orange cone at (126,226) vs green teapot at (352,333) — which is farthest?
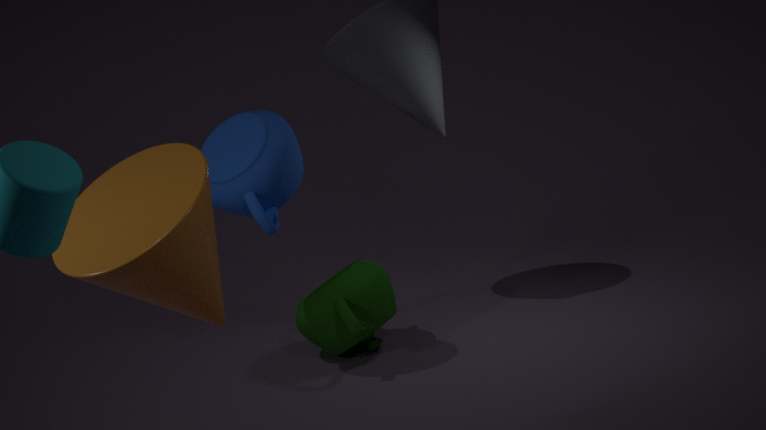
green teapot at (352,333)
